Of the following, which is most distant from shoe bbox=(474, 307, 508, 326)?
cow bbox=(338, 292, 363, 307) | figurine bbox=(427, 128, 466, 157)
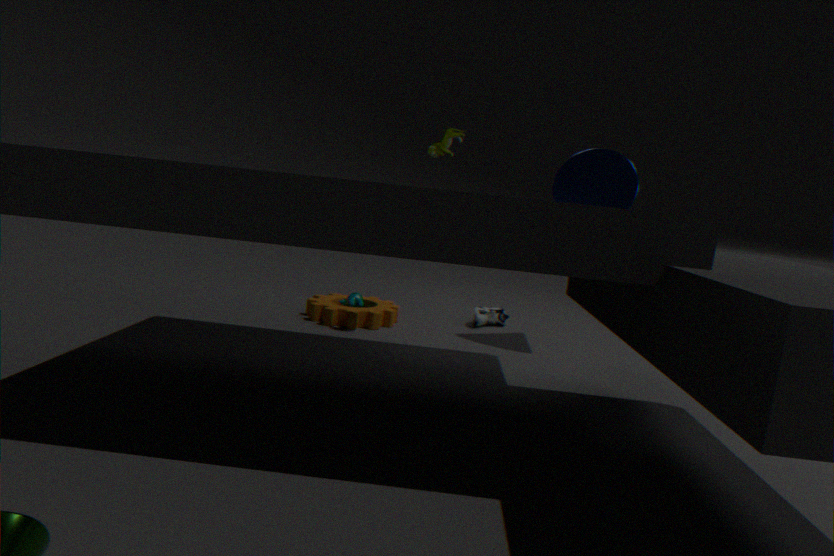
figurine bbox=(427, 128, 466, 157)
